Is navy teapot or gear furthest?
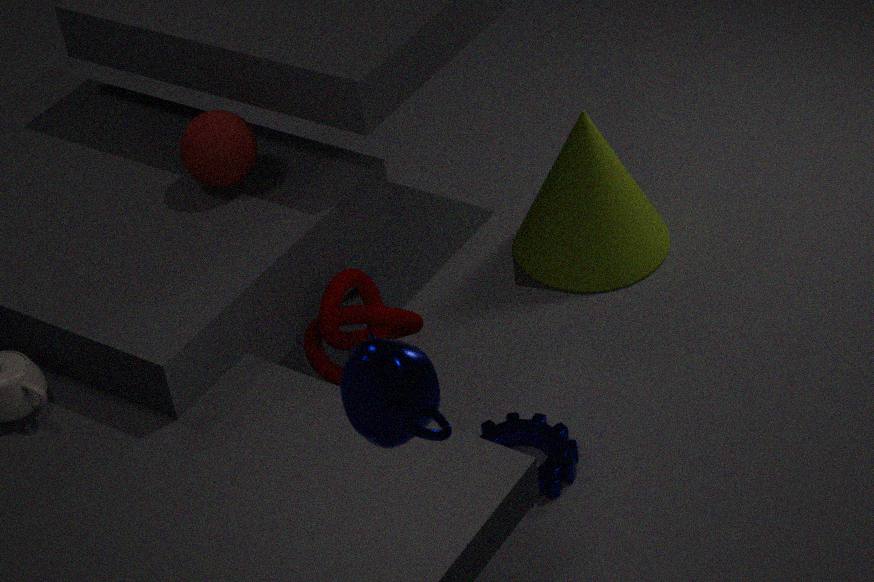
gear
